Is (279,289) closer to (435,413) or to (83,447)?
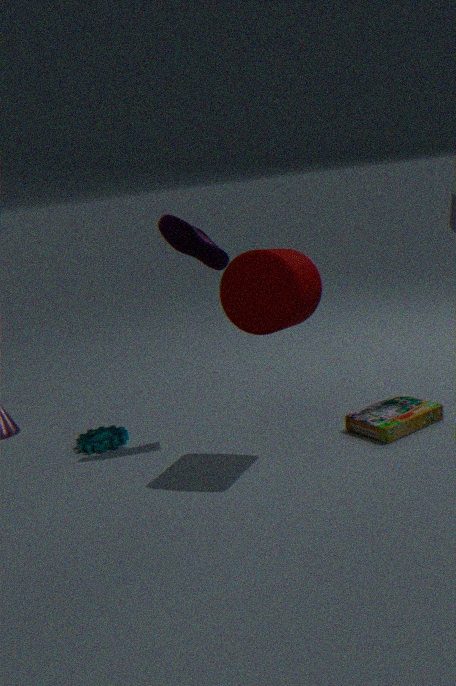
(435,413)
